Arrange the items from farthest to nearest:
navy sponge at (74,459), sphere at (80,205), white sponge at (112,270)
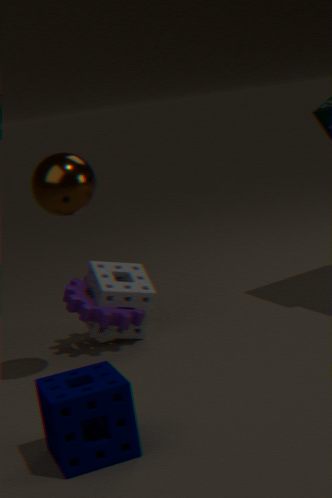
white sponge at (112,270)
sphere at (80,205)
navy sponge at (74,459)
